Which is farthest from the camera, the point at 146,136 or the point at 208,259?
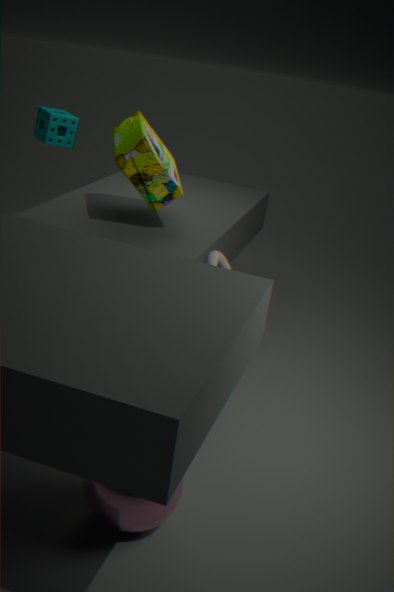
the point at 146,136
